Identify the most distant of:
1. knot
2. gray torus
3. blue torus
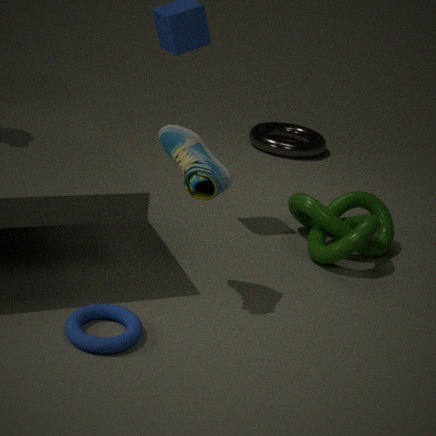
gray torus
